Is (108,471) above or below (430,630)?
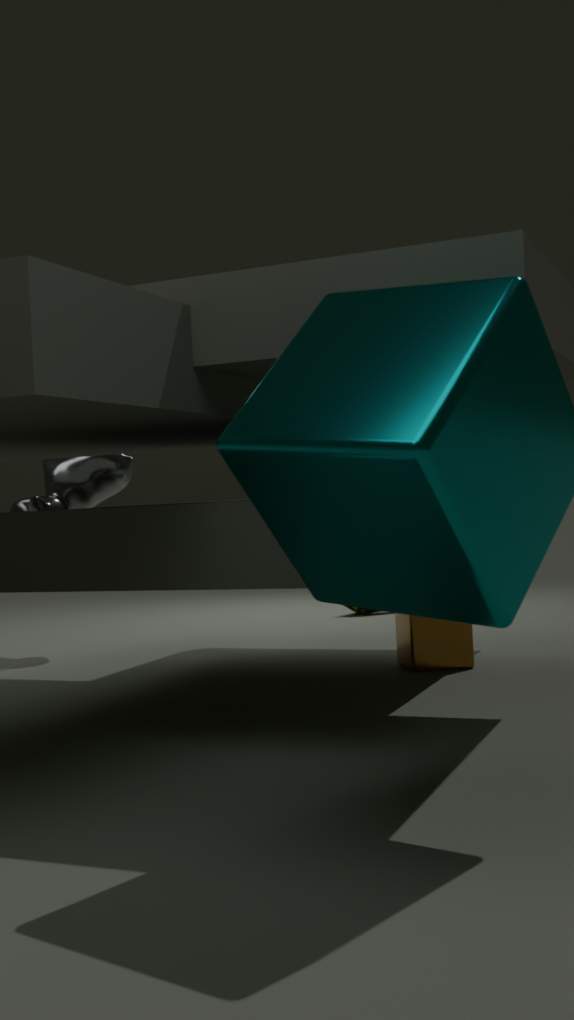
above
